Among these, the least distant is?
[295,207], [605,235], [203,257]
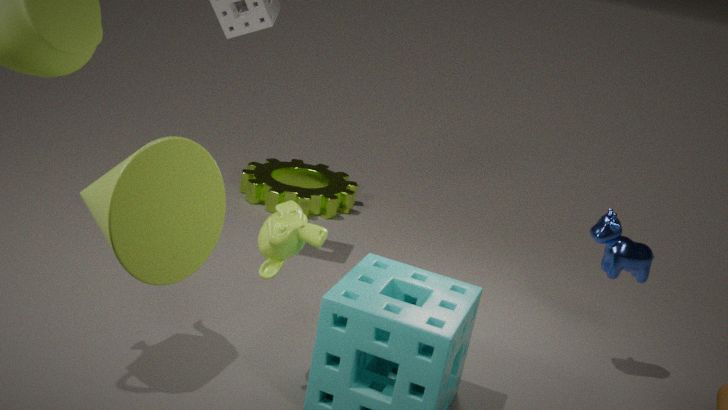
[203,257]
